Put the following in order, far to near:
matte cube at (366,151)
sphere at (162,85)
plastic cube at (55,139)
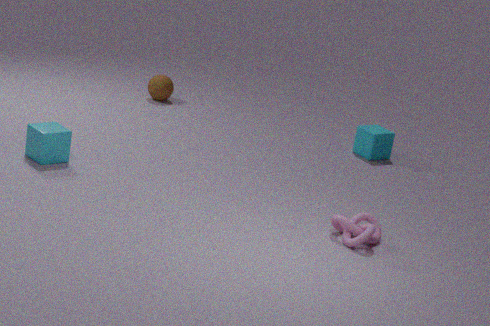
sphere at (162,85), matte cube at (366,151), plastic cube at (55,139)
